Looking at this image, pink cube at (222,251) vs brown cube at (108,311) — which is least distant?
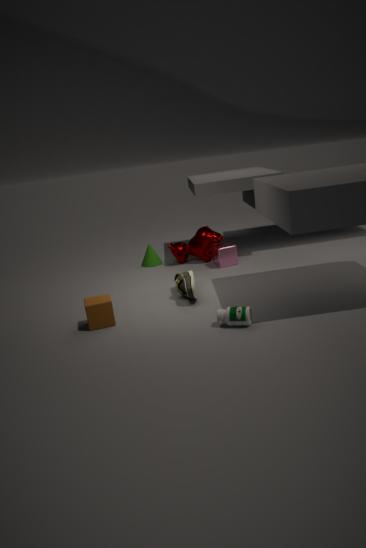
brown cube at (108,311)
